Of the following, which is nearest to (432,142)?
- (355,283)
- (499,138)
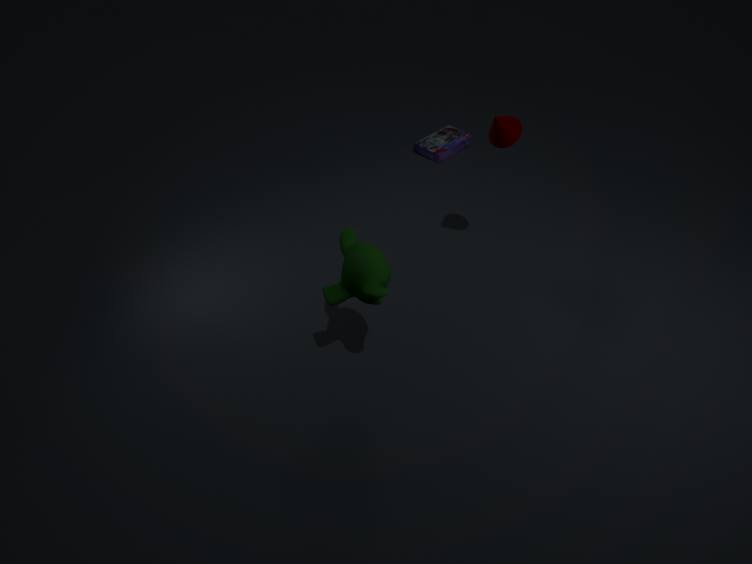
(499,138)
